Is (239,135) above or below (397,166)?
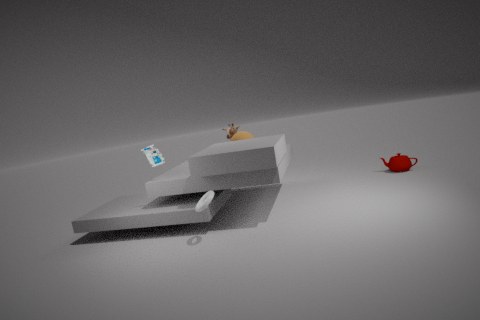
above
